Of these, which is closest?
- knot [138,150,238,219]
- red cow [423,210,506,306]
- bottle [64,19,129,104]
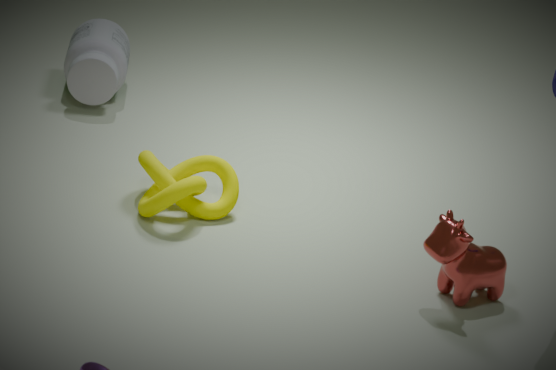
red cow [423,210,506,306]
